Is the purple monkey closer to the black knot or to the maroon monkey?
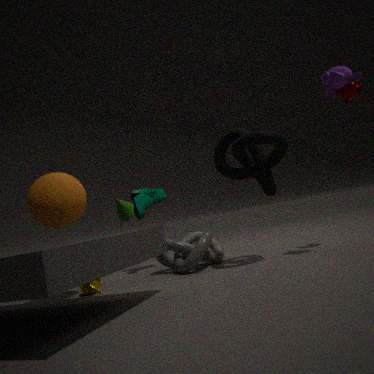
the maroon monkey
